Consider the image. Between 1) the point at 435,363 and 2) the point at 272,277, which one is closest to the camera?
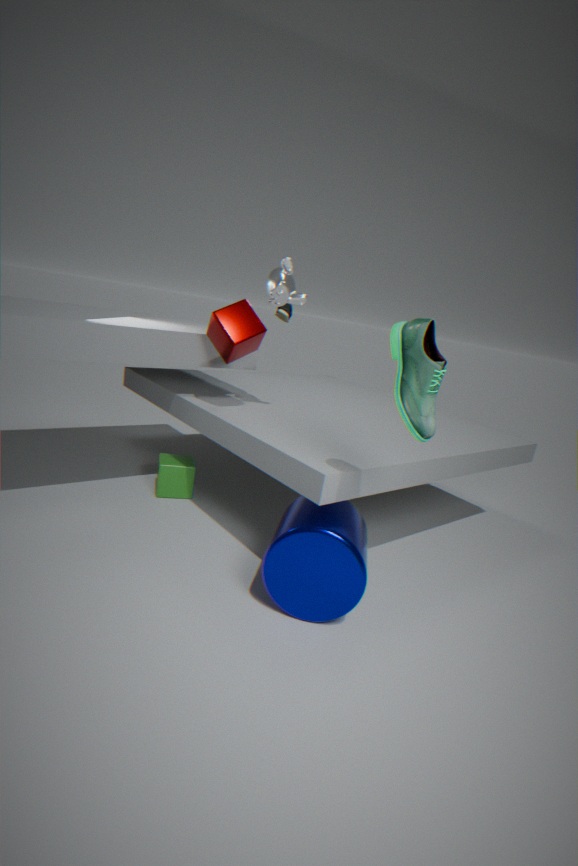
1. the point at 435,363
